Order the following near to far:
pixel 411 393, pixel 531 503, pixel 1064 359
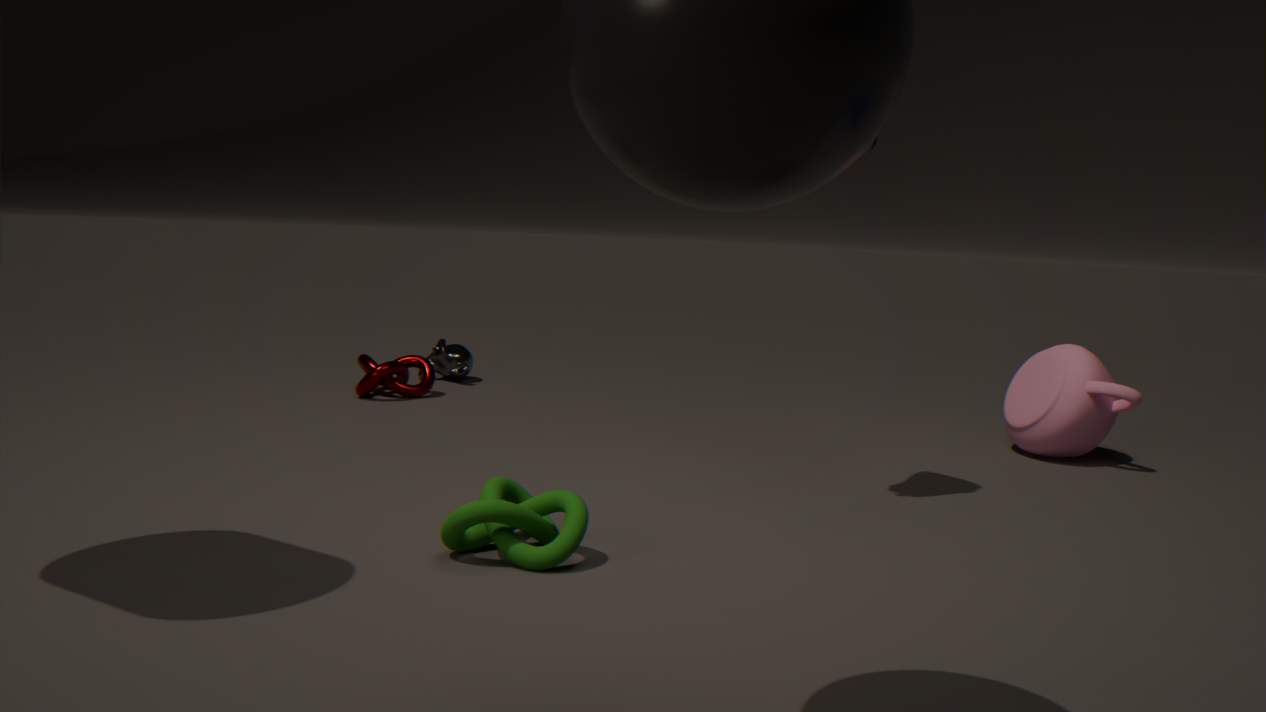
pixel 531 503, pixel 1064 359, pixel 411 393
